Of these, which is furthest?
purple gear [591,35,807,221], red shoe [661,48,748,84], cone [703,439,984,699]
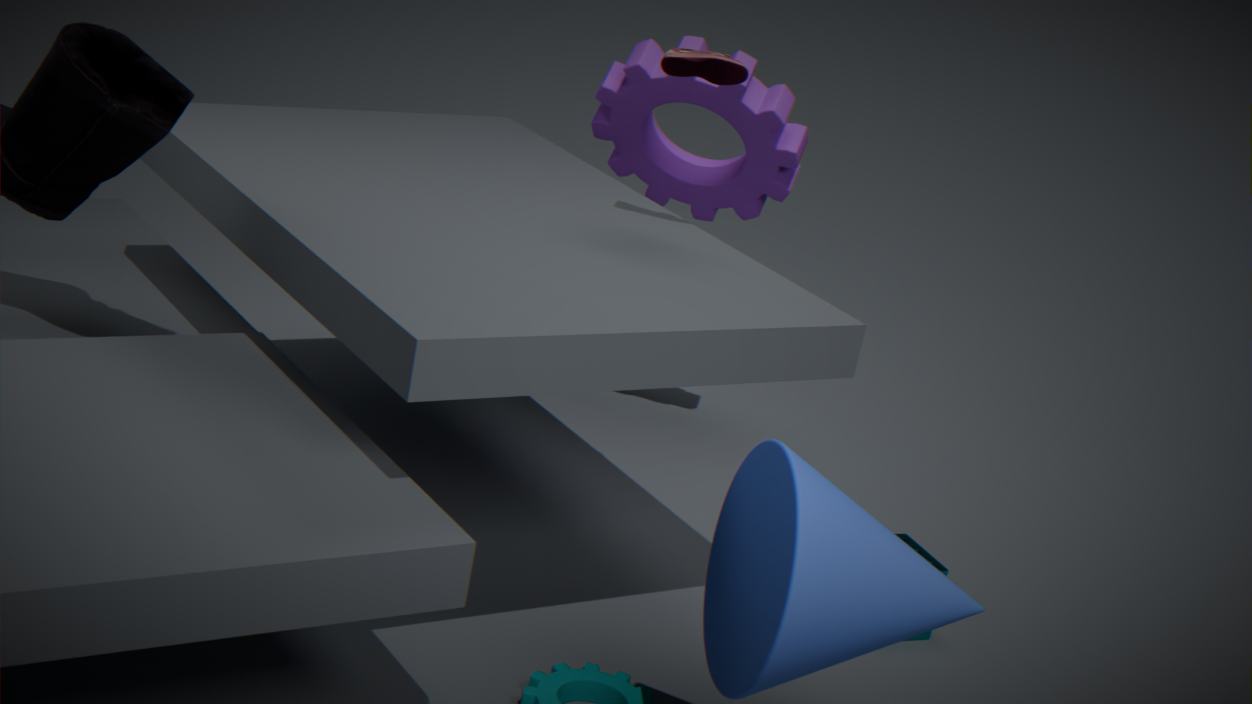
purple gear [591,35,807,221]
